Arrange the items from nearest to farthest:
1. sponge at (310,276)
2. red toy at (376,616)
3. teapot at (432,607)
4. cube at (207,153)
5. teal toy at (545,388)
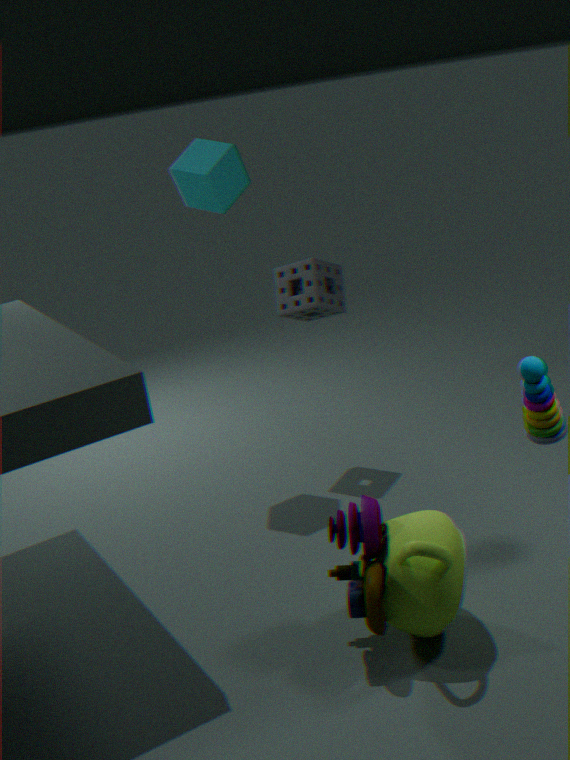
red toy at (376,616) → teapot at (432,607) → teal toy at (545,388) → cube at (207,153) → sponge at (310,276)
